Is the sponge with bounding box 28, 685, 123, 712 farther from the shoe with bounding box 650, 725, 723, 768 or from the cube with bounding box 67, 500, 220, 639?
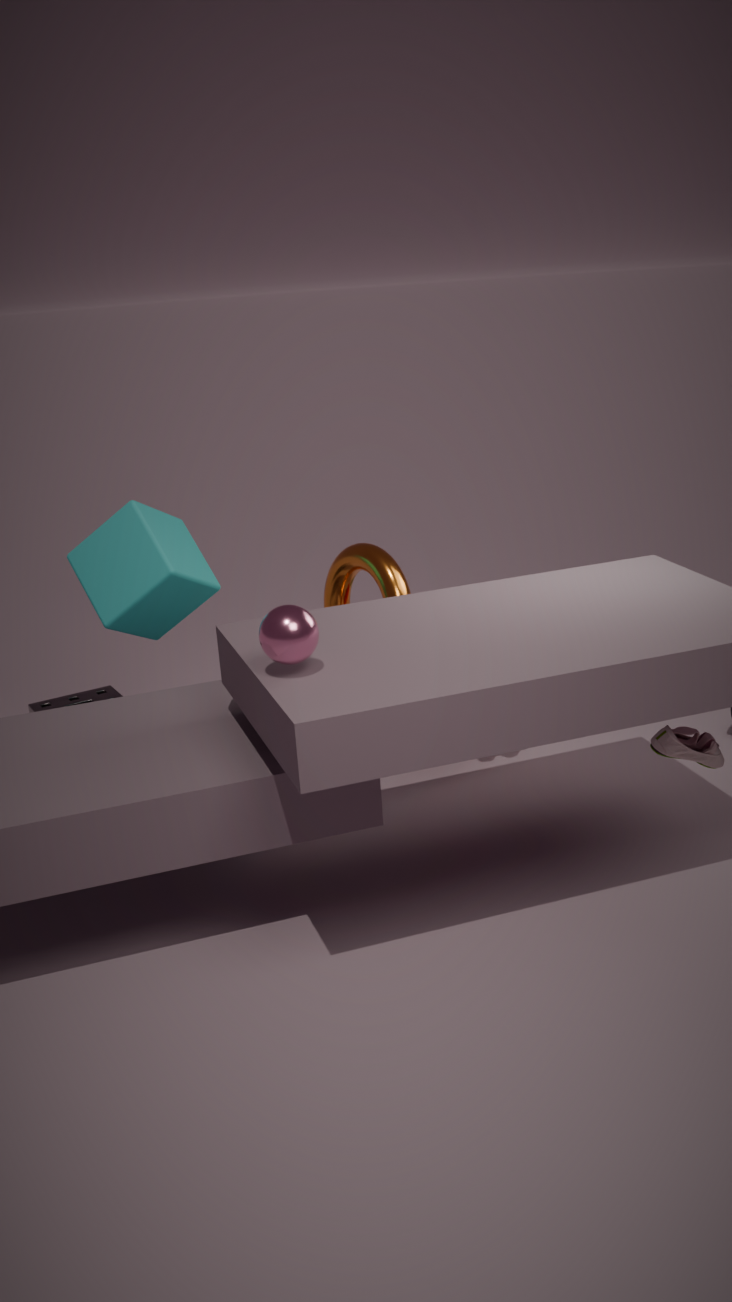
the shoe with bounding box 650, 725, 723, 768
